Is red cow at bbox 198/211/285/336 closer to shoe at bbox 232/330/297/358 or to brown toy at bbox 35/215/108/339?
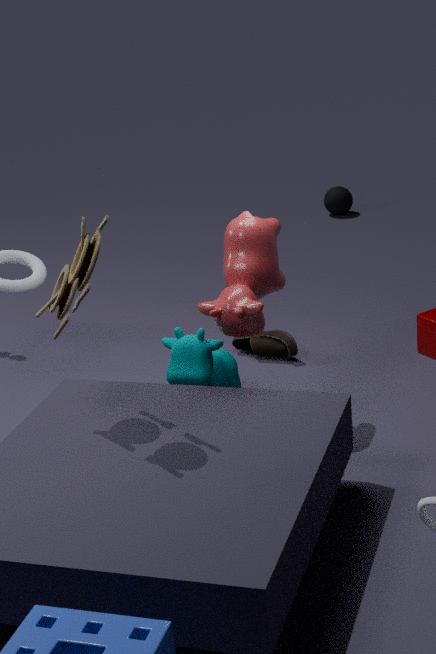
brown toy at bbox 35/215/108/339
